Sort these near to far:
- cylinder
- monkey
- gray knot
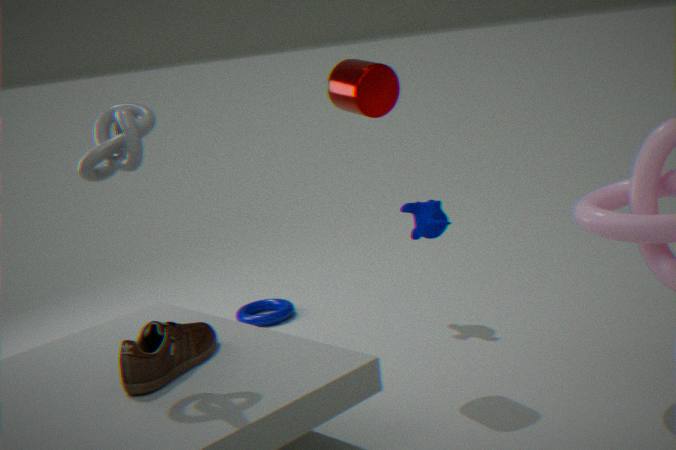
gray knot → cylinder → monkey
